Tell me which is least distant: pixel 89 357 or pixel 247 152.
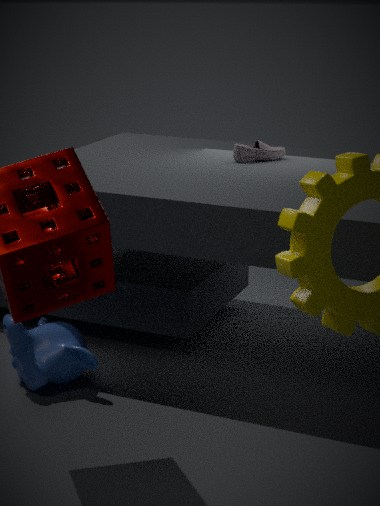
pixel 89 357
